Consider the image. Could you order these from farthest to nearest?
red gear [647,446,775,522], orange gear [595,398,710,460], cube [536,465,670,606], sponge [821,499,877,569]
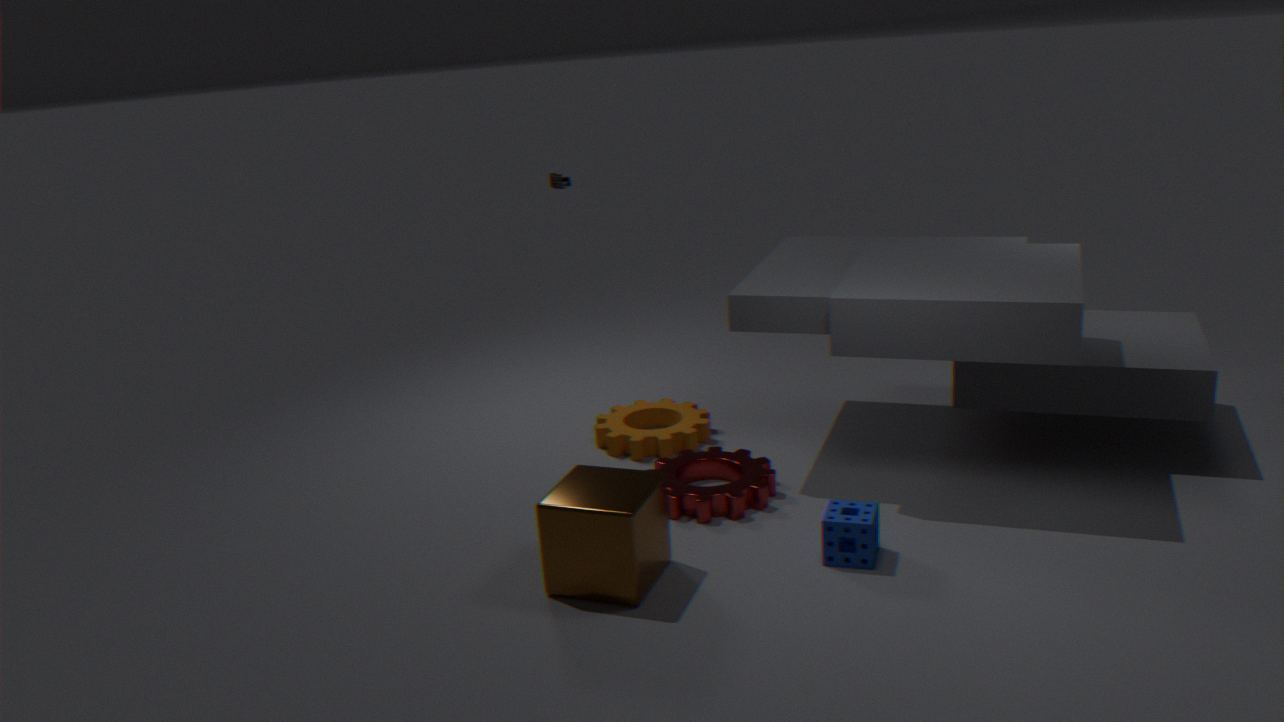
1. orange gear [595,398,710,460]
2. red gear [647,446,775,522]
3. sponge [821,499,877,569]
4. cube [536,465,670,606]
